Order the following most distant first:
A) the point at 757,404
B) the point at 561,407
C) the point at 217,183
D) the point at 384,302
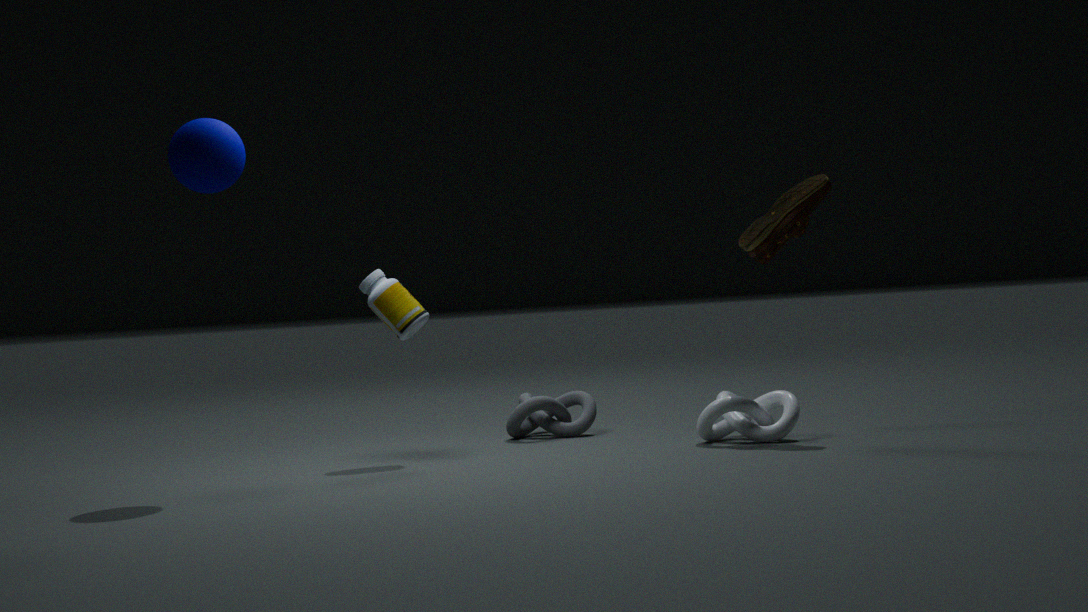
the point at 561,407 → the point at 384,302 → the point at 757,404 → the point at 217,183
